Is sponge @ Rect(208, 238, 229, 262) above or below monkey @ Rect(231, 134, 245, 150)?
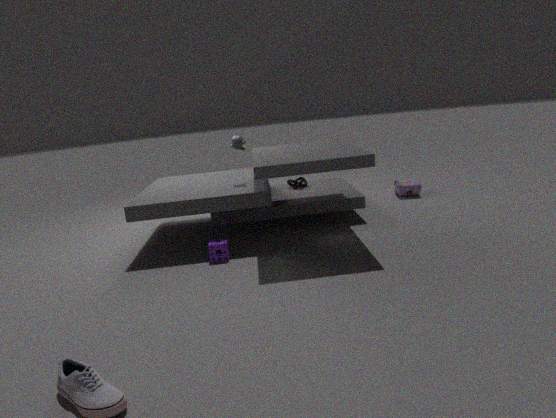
below
